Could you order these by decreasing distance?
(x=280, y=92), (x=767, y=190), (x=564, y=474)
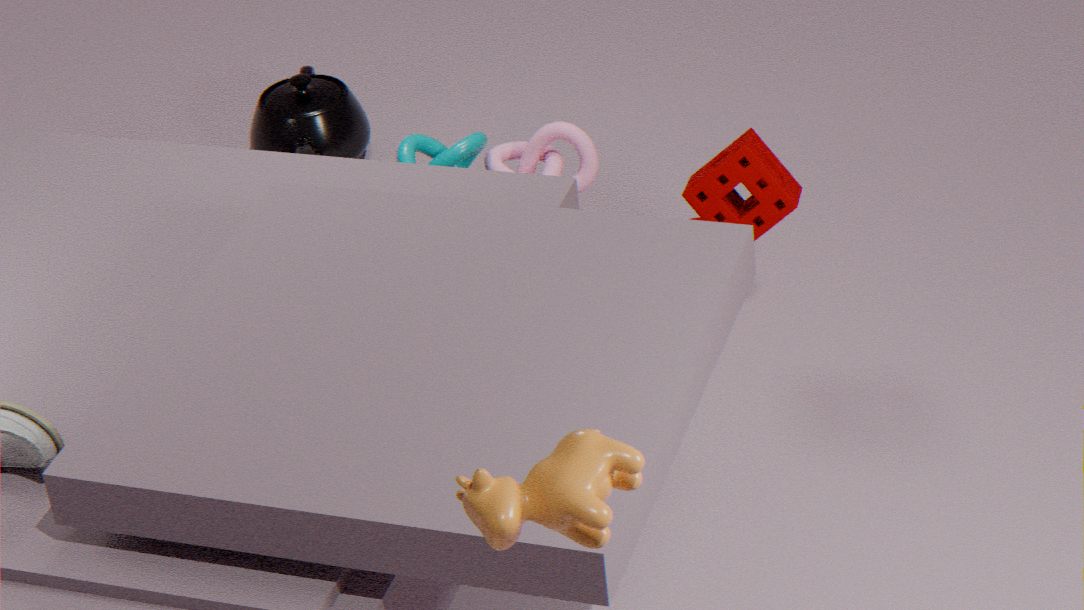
(x=280, y=92), (x=767, y=190), (x=564, y=474)
